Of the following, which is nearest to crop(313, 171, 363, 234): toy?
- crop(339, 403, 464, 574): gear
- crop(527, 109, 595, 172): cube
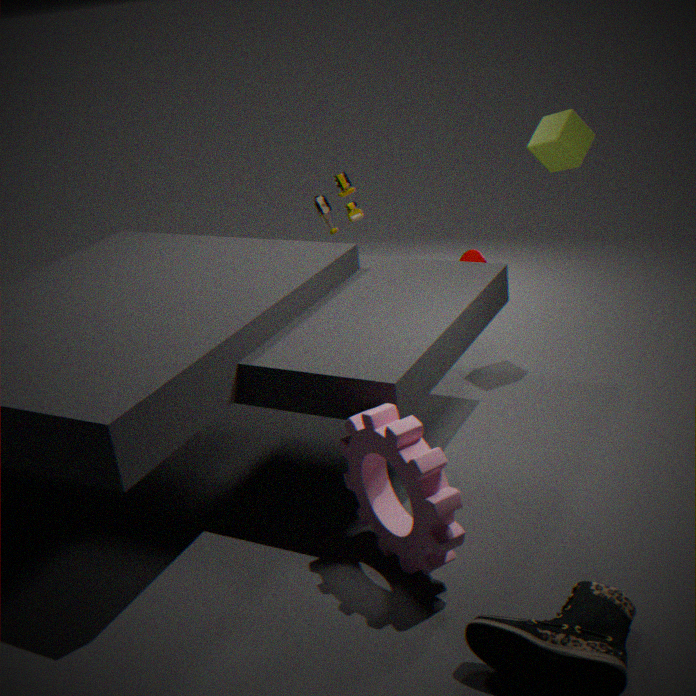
crop(527, 109, 595, 172): cube
